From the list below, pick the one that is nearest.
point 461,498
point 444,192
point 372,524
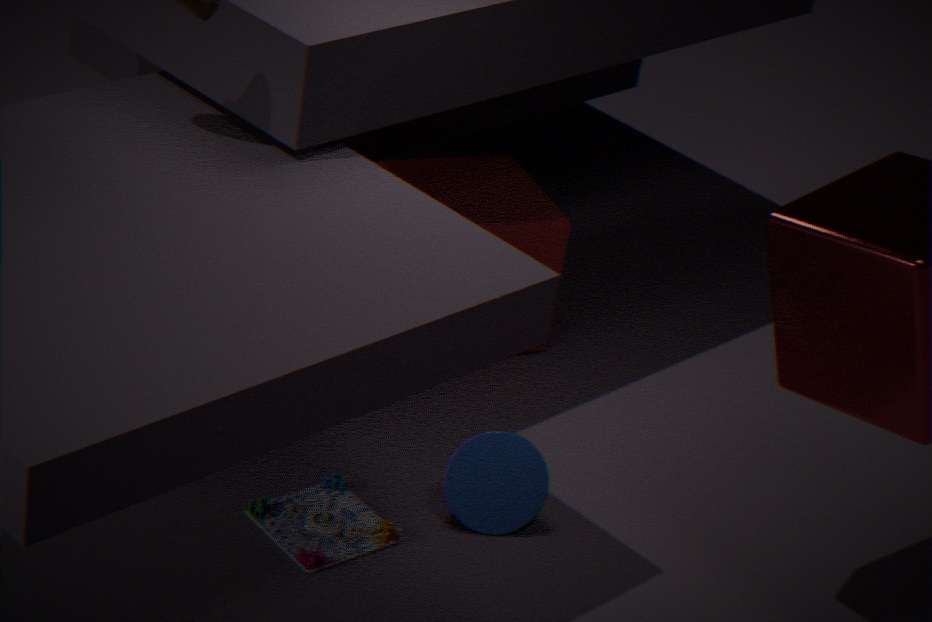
point 372,524
